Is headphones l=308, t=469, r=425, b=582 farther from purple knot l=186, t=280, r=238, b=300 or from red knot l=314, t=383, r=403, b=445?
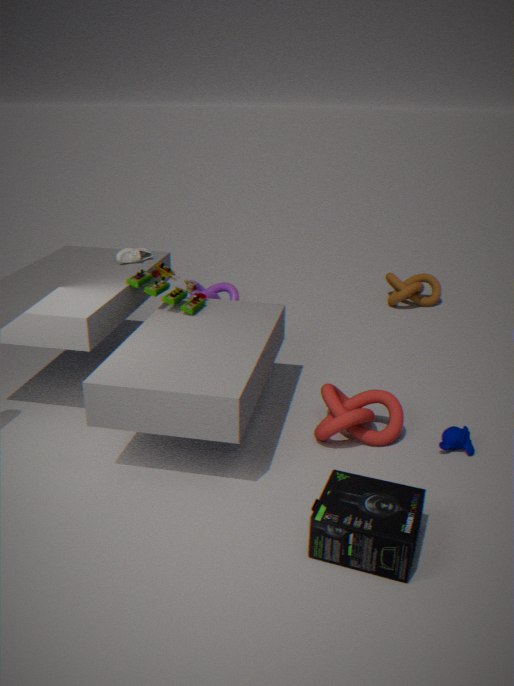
purple knot l=186, t=280, r=238, b=300
